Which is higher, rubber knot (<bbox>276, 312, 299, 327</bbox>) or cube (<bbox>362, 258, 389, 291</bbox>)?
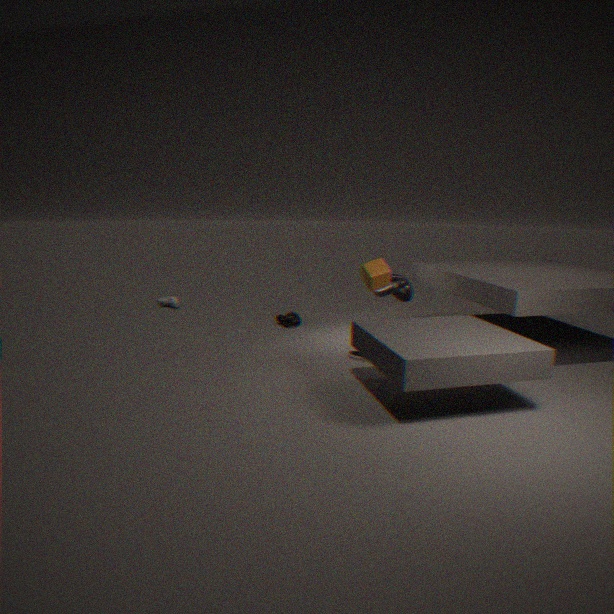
cube (<bbox>362, 258, 389, 291</bbox>)
